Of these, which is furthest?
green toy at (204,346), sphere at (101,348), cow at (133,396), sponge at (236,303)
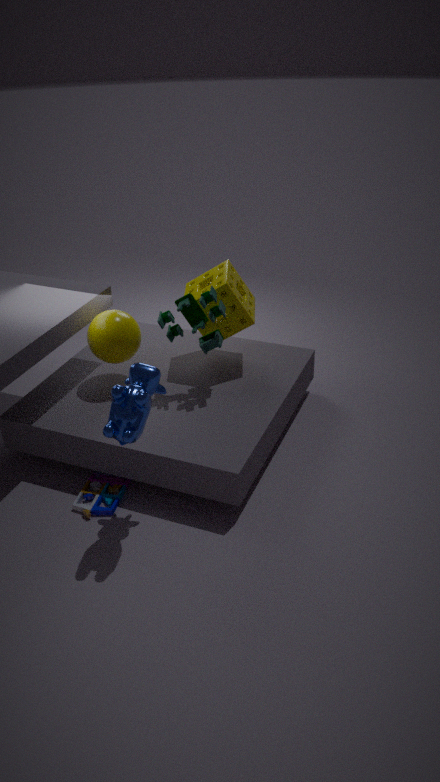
sponge at (236,303)
